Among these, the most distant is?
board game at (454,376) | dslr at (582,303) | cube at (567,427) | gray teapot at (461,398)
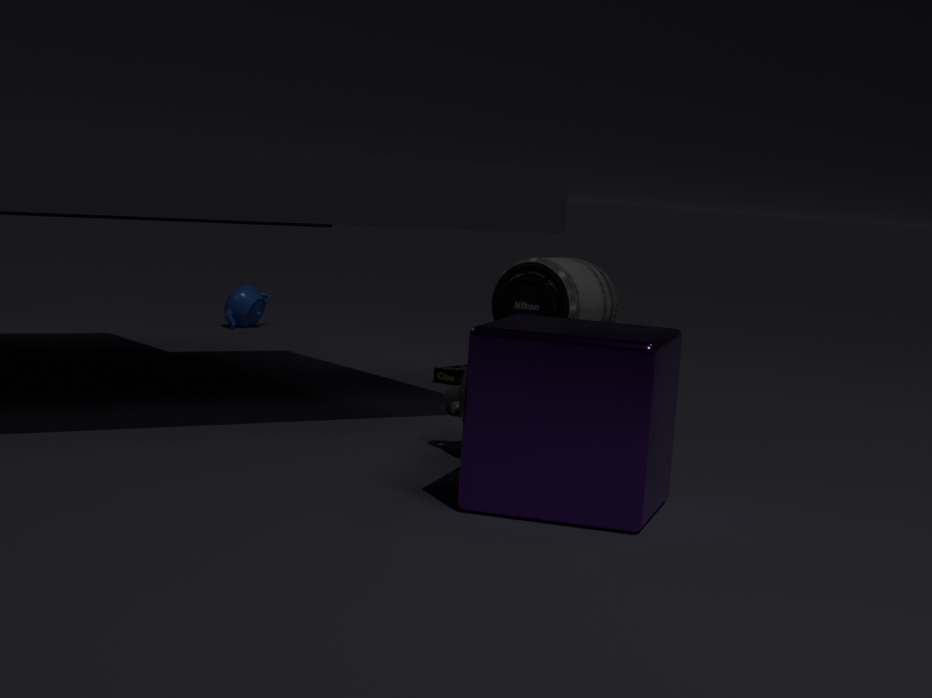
dslr at (582,303)
